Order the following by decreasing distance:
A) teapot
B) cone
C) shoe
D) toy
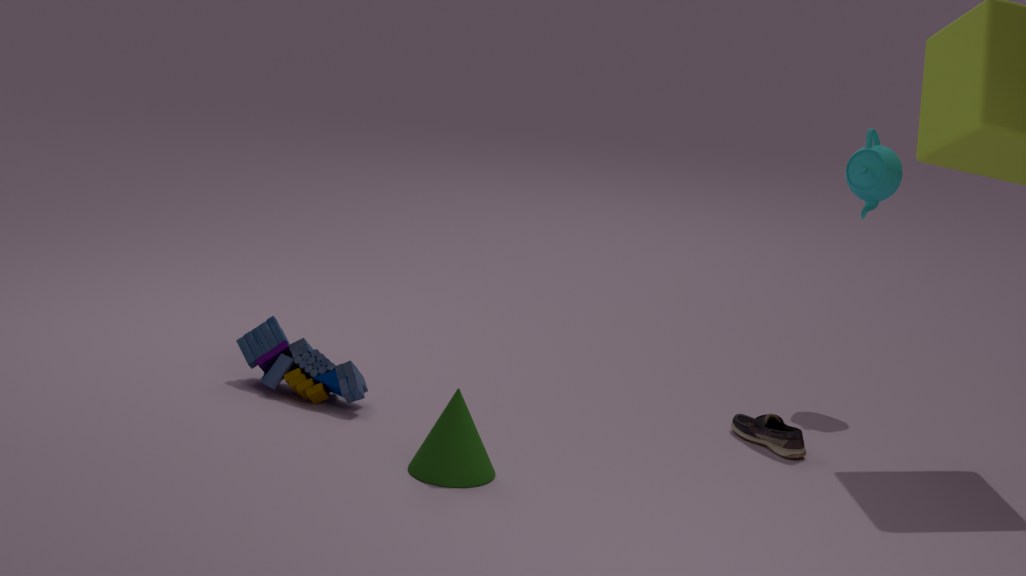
teapot → toy → shoe → cone
